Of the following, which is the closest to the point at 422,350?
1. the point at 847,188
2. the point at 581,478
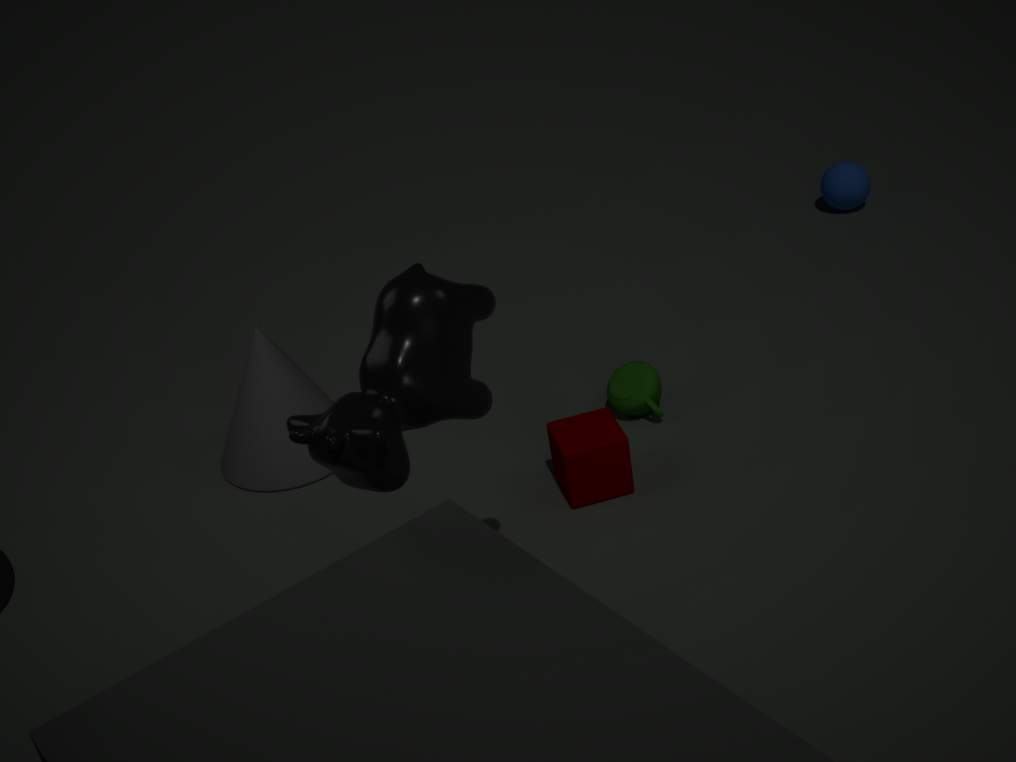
the point at 581,478
